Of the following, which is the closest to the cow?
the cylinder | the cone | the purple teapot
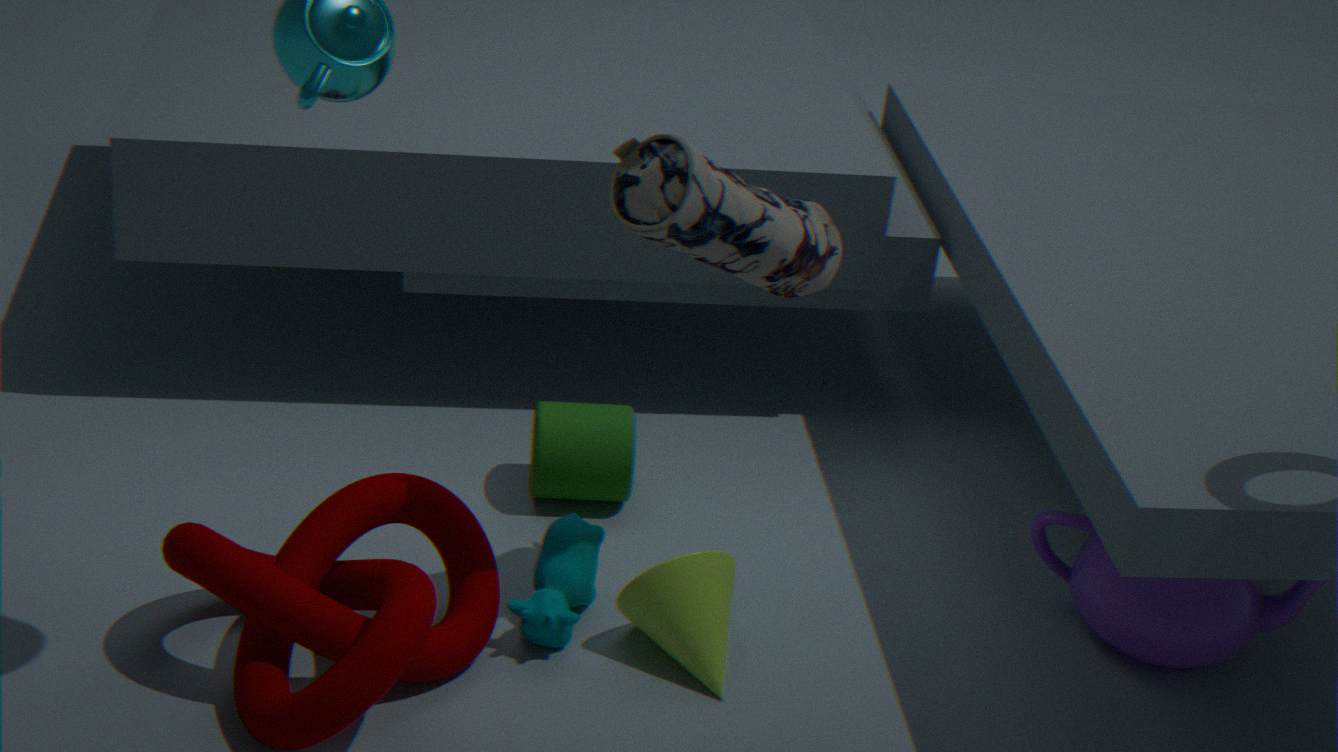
the cone
